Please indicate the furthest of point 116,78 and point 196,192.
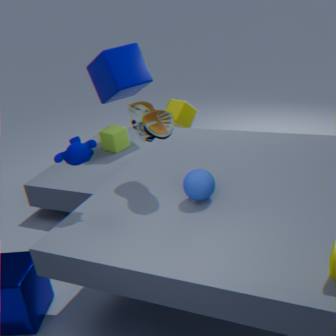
point 116,78
